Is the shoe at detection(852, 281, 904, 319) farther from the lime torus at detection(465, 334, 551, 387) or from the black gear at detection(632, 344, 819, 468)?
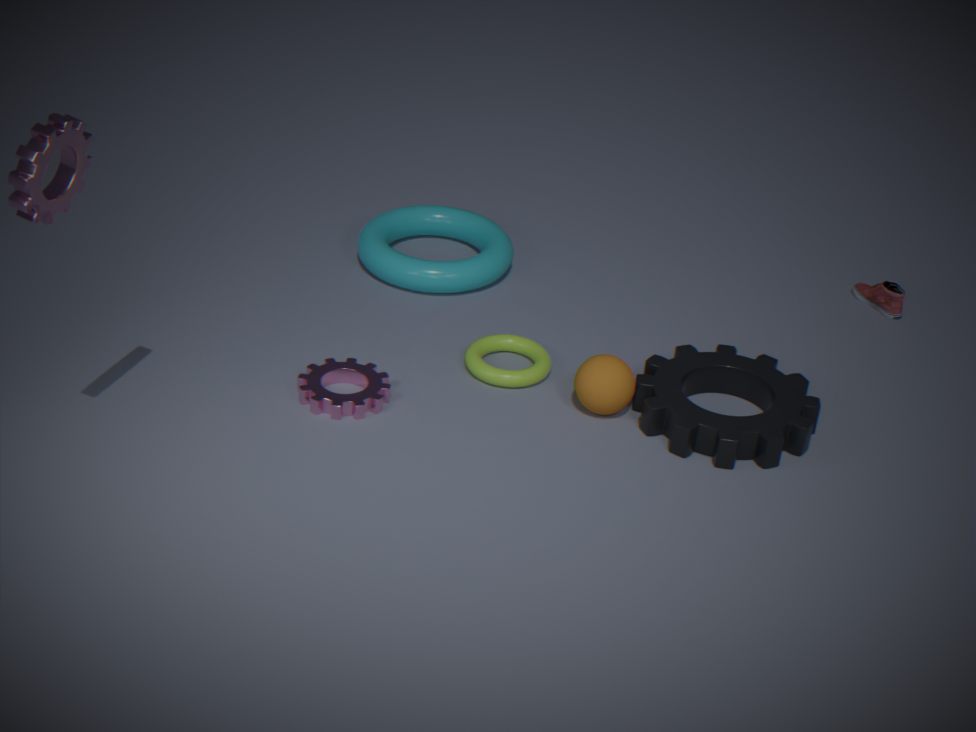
the lime torus at detection(465, 334, 551, 387)
